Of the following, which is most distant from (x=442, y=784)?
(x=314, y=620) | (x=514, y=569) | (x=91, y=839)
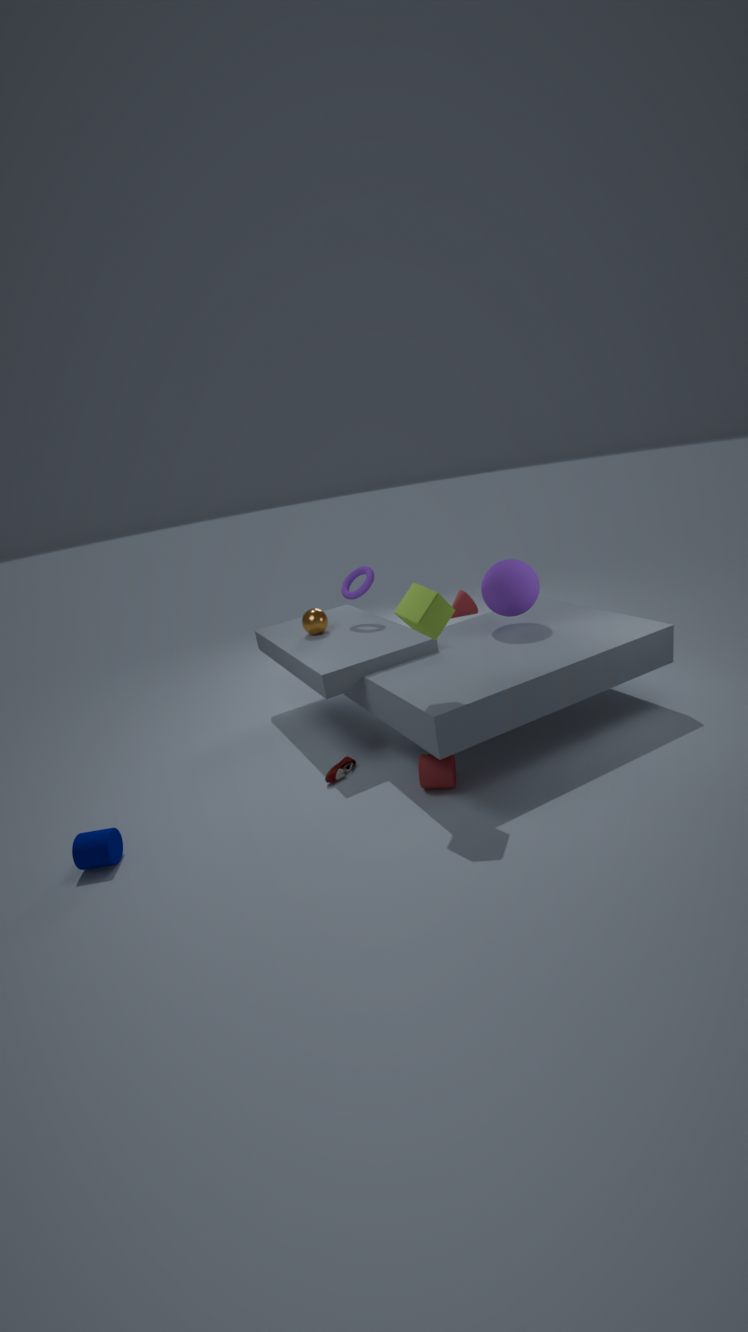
(x=91, y=839)
